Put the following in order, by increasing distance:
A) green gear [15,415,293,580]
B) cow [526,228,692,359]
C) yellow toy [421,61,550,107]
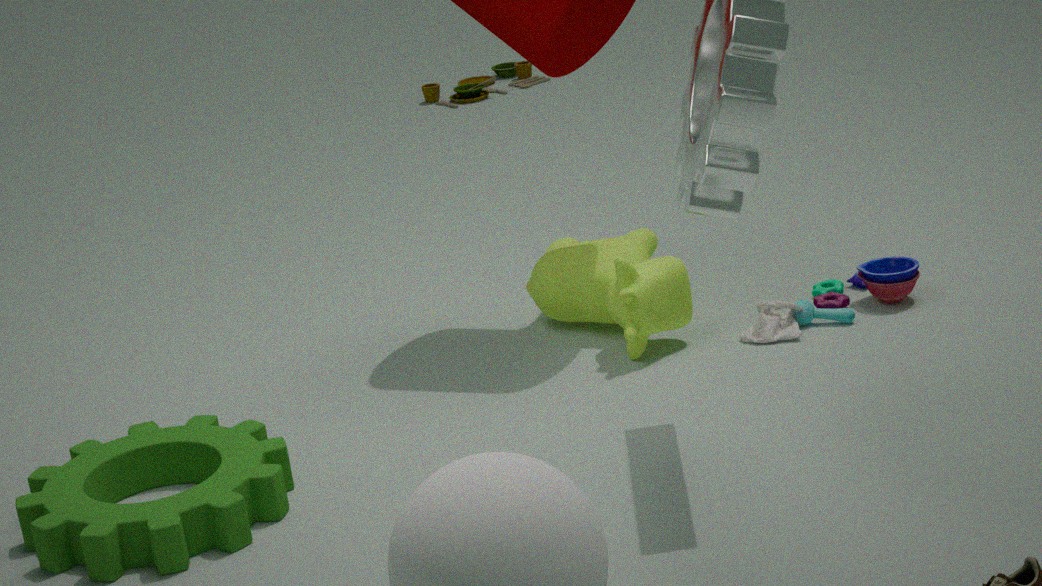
green gear [15,415,293,580] → cow [526,228,692,359] → yellow toy [421,61,550,107]
